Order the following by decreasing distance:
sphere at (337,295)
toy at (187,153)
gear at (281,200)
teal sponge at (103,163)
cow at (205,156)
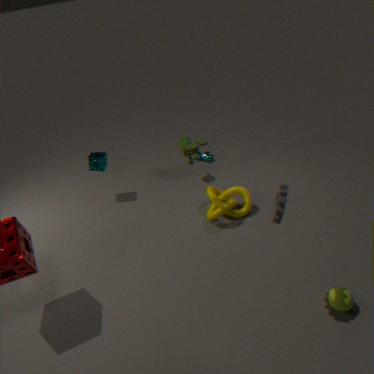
cow at (205,156) → teal sponge at (103,163) → toy at (187,153) → sphere at (337,295) → gear at (281,200)
